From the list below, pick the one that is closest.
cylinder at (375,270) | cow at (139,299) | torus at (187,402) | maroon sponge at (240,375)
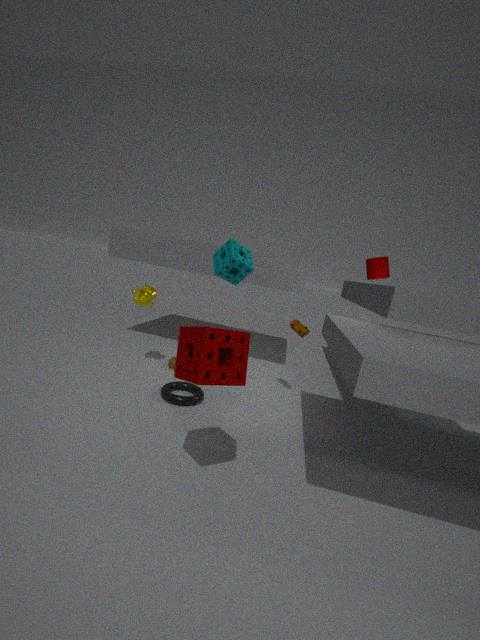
maroon sponge at (240,375)
